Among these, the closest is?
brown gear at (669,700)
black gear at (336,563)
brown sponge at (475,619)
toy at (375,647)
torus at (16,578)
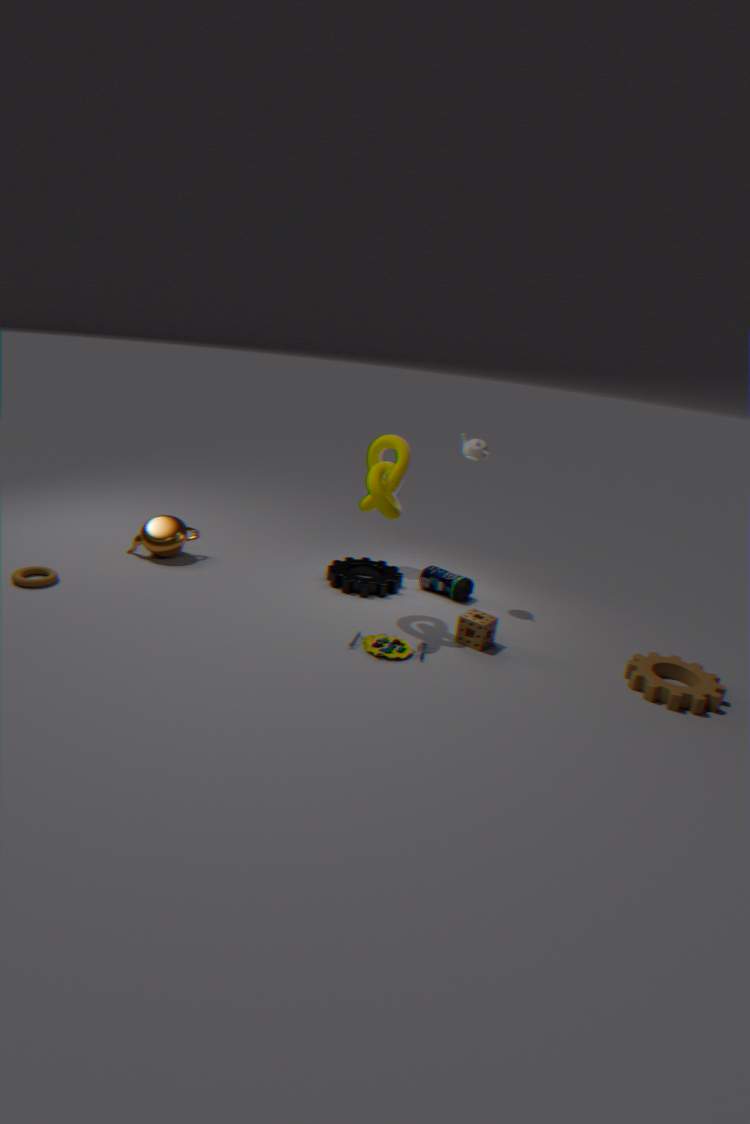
brown gear at (669,700)
